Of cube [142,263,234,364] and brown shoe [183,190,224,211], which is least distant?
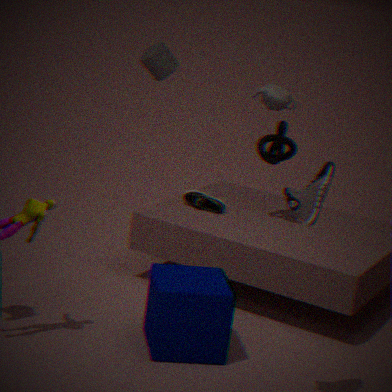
cube [142,263,234,364]
